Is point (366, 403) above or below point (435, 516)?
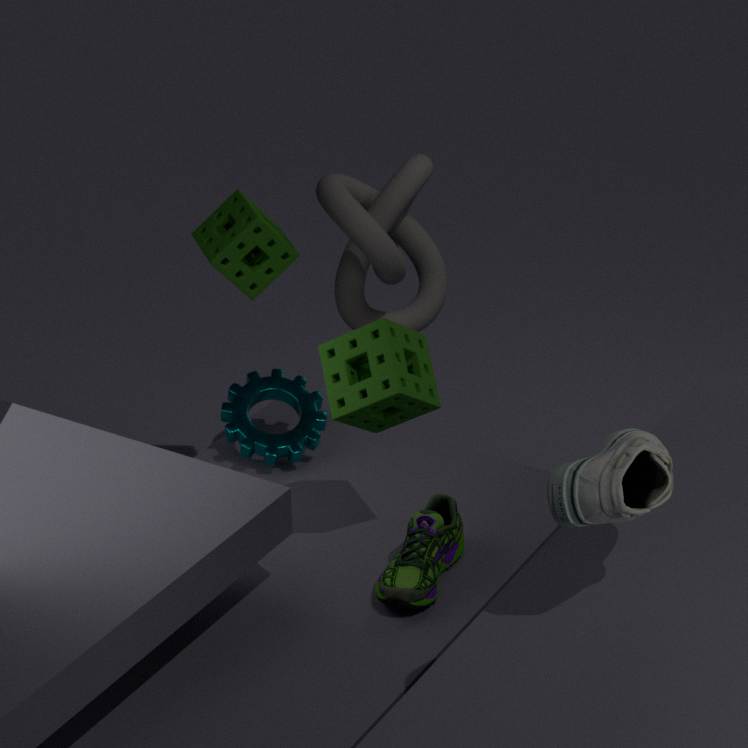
above
